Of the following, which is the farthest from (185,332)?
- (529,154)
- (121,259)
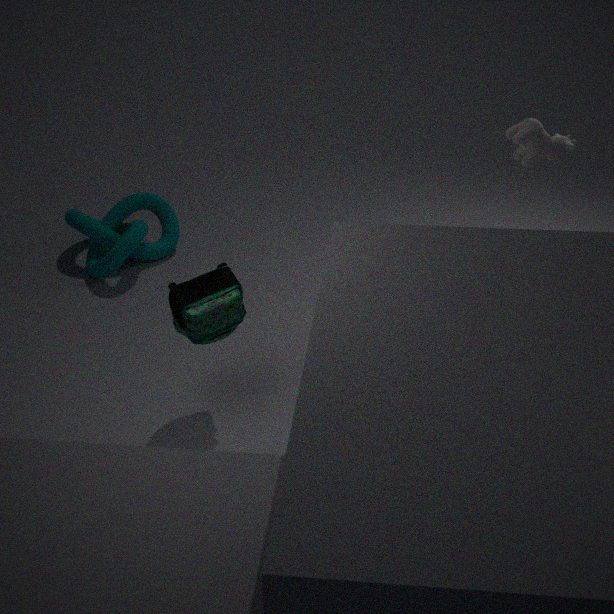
(529,154)
